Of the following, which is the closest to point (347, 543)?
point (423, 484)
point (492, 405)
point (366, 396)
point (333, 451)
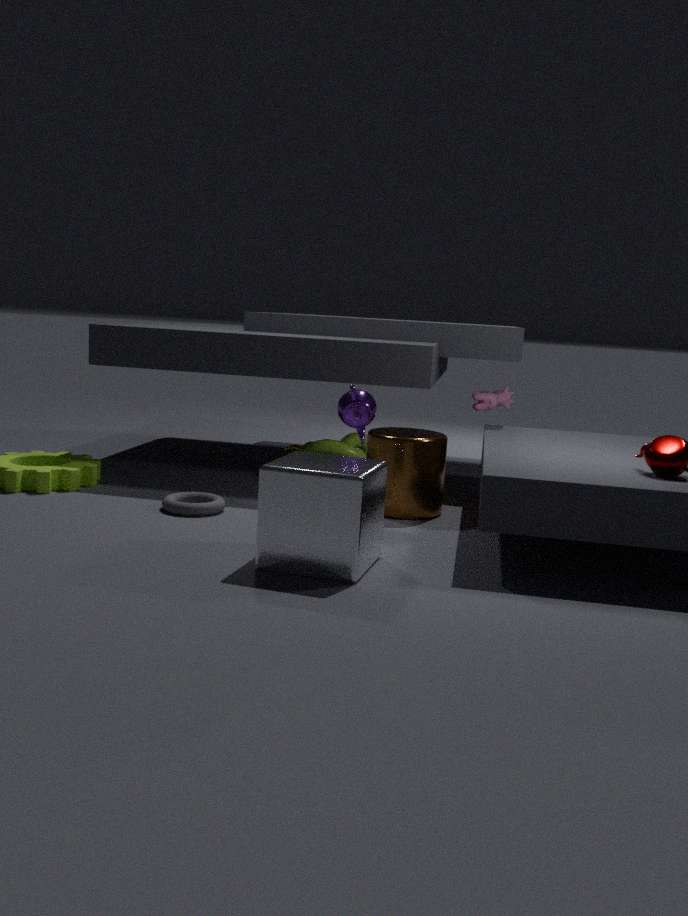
point (366, 396)
